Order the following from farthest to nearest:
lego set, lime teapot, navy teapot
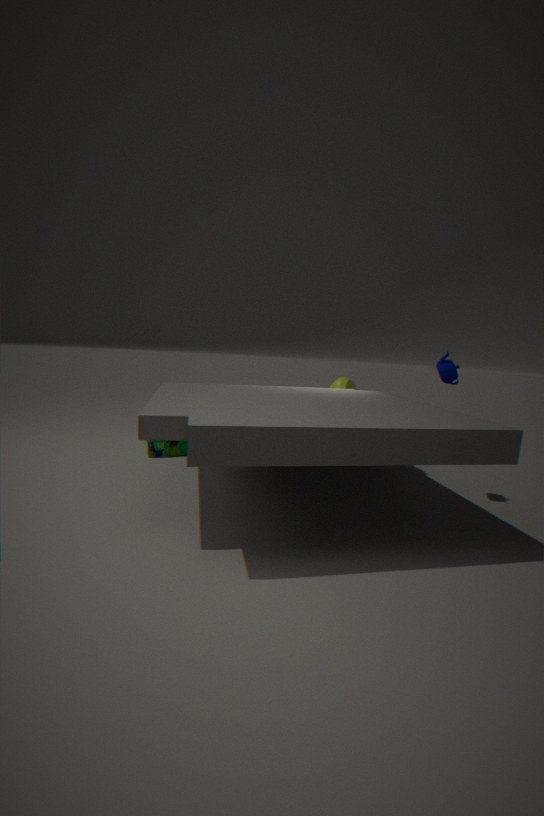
lime teapot, lego set, navy teapot
